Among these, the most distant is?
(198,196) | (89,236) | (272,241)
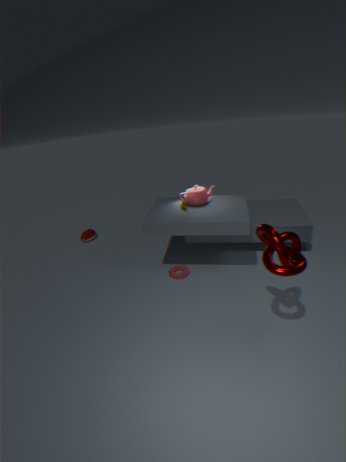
(89,236)
